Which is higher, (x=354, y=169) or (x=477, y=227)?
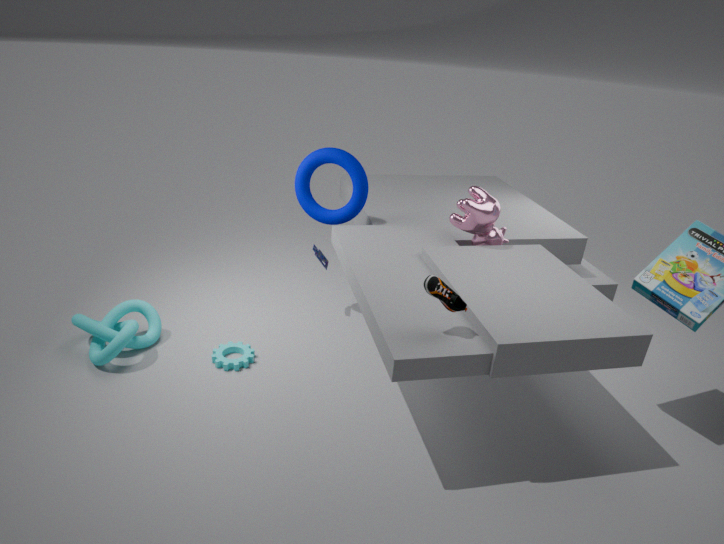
(x=354, y=169)
